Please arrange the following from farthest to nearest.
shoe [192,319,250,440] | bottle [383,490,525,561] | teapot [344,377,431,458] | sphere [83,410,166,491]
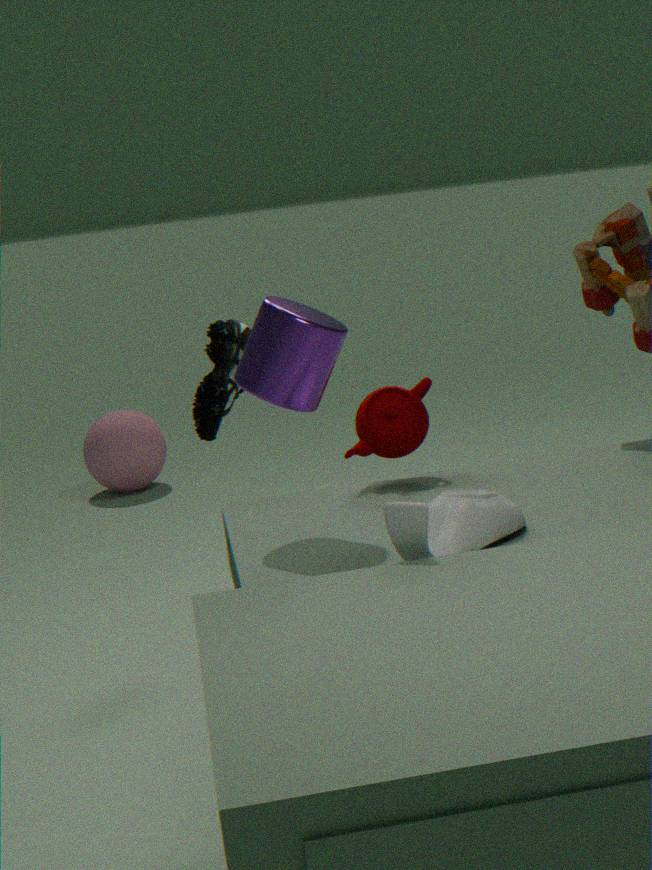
1. sphere [83,410,166,491]
2. shoe [192,319,250,440]
3. teapot [344,377,431,458]
4. bottle [383,490,525,561]
